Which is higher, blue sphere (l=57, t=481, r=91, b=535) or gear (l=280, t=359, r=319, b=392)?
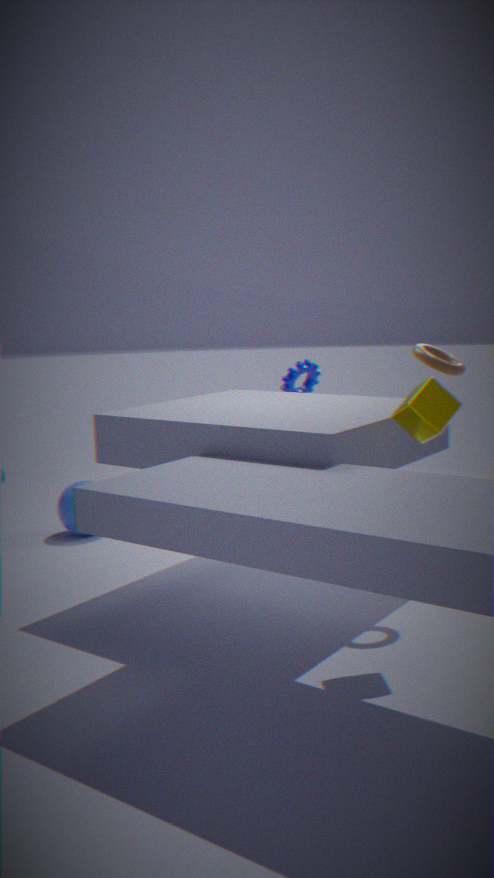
gear (l=280, t=359, r=319, b=392)
